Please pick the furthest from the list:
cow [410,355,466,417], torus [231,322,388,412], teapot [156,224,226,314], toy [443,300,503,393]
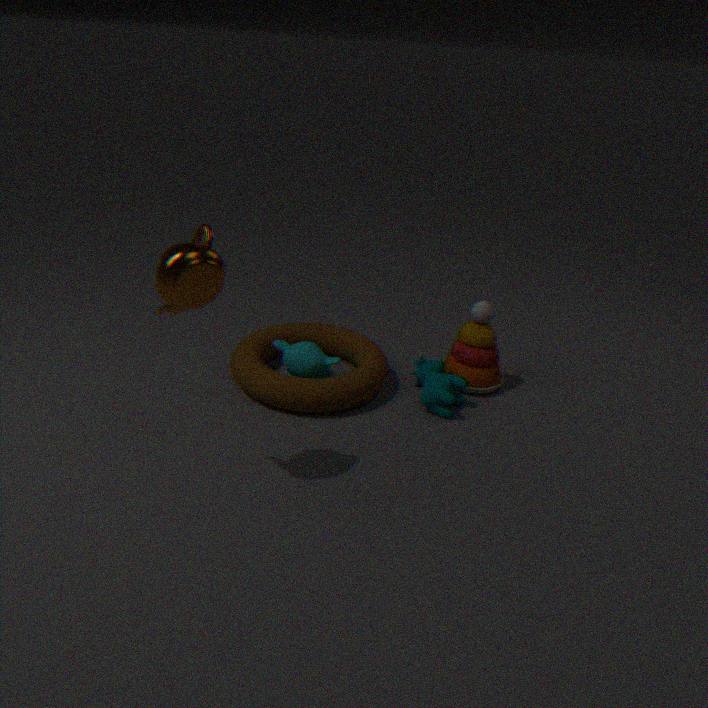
toy [443,300,503,393]
